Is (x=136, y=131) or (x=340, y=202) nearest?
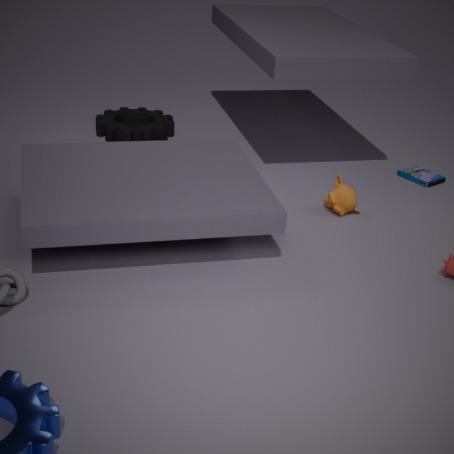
(x=340, y=202)
